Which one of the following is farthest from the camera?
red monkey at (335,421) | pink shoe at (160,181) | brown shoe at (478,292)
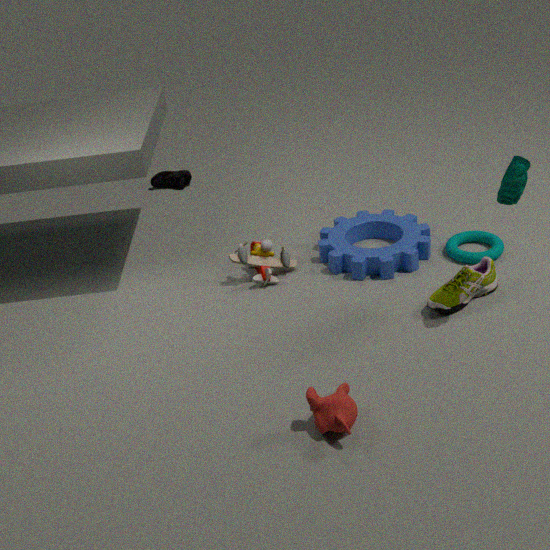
pink shoe at (160,181)
